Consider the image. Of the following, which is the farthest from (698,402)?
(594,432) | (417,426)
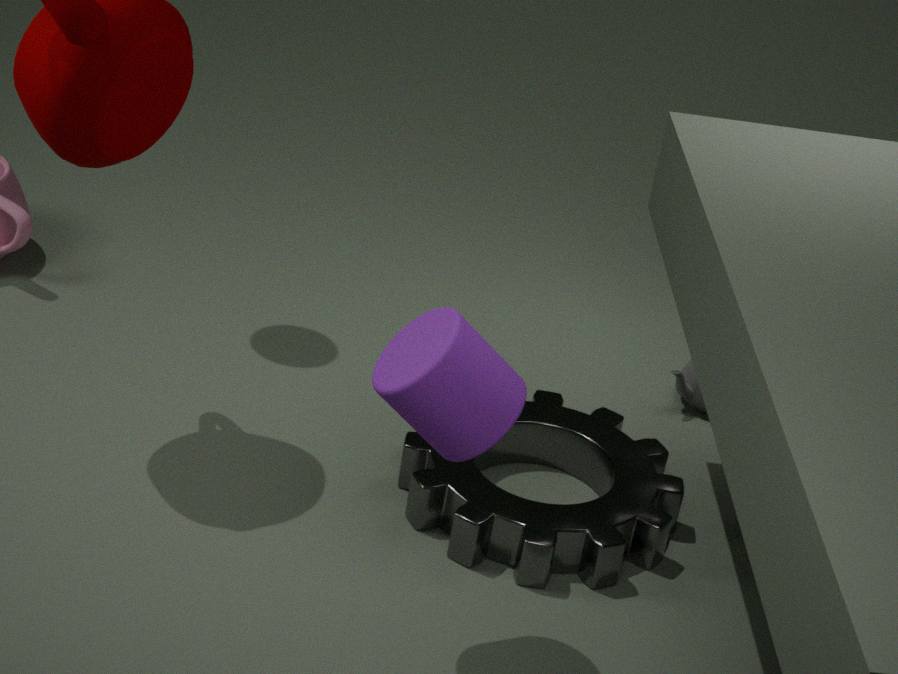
(417,426)
